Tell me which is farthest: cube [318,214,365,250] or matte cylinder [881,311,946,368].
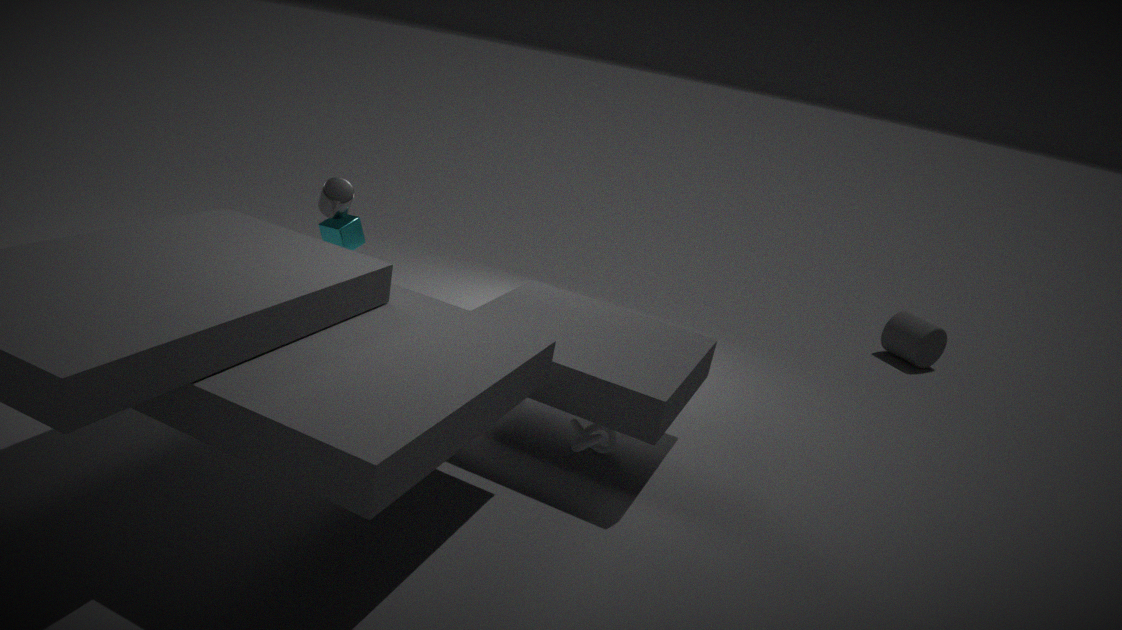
matte cylinder [881,311,946,368]
